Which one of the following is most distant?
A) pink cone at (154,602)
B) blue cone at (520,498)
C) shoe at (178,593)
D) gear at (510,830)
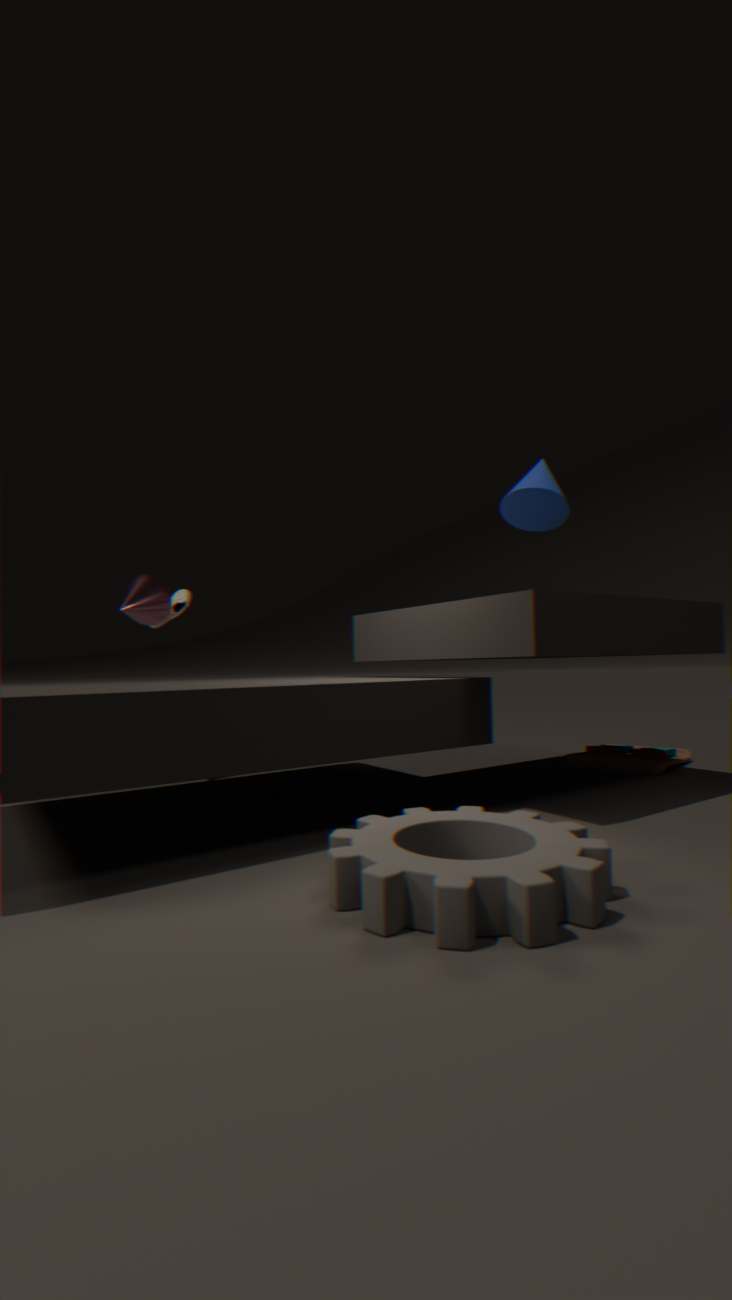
shoe at (178,593)
